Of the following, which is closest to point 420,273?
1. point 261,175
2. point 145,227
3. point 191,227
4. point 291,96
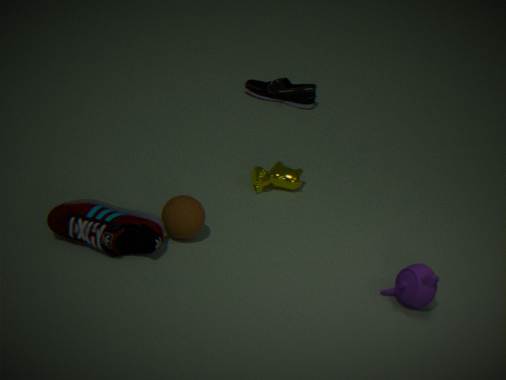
point 191,227
